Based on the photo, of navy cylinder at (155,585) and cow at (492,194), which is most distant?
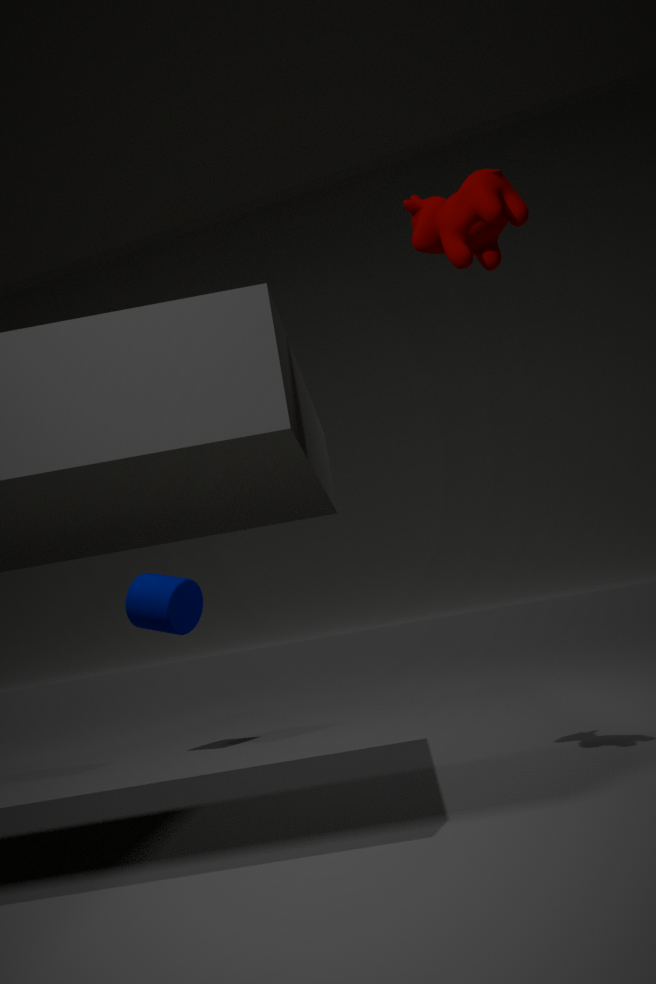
navy cylinder at (155,585)
